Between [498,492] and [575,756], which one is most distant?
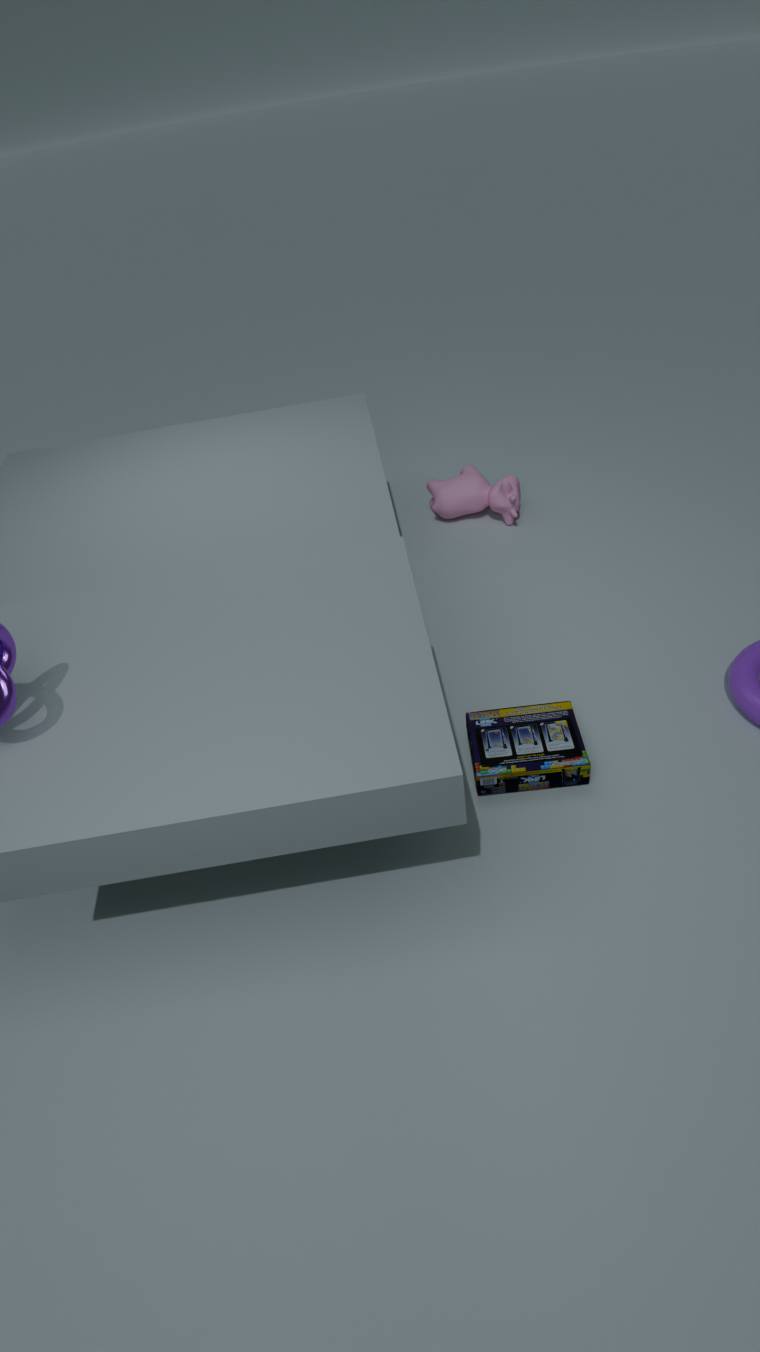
[498,492]
